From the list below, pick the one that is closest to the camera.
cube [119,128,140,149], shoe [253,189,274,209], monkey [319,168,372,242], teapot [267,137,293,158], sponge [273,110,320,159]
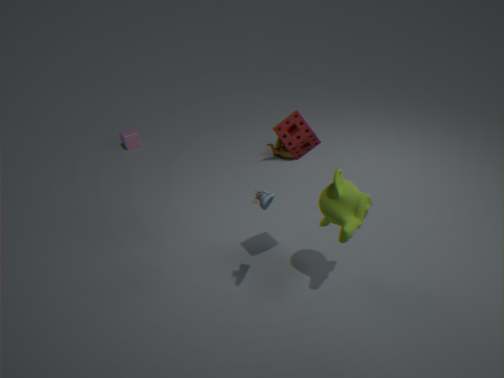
shoe [253,189,274,209]
